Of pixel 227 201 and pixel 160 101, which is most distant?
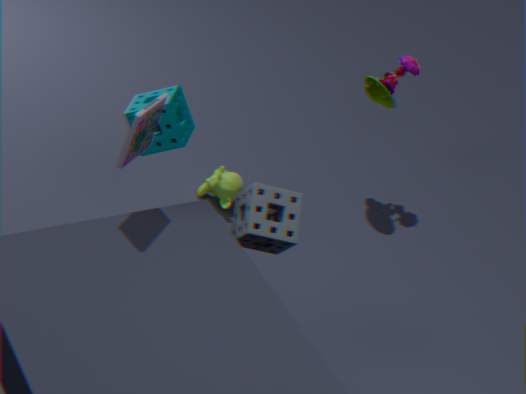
pixel 227 201
